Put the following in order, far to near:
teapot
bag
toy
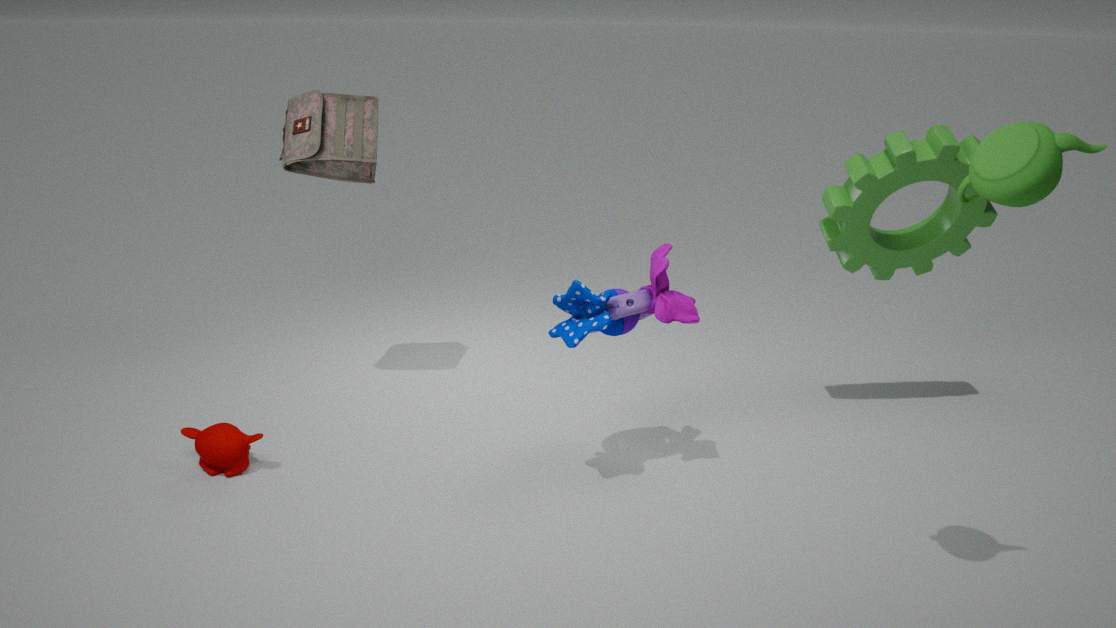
1. bag
2. toy
3. teapot
